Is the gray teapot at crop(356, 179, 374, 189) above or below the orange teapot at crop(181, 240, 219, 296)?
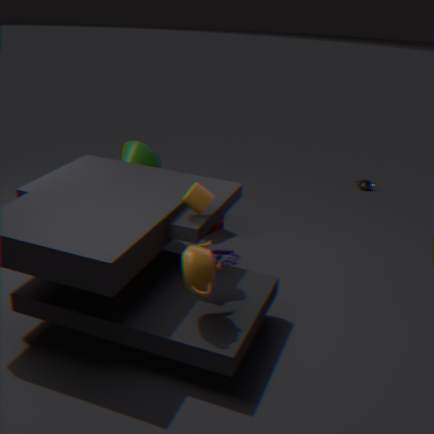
below
